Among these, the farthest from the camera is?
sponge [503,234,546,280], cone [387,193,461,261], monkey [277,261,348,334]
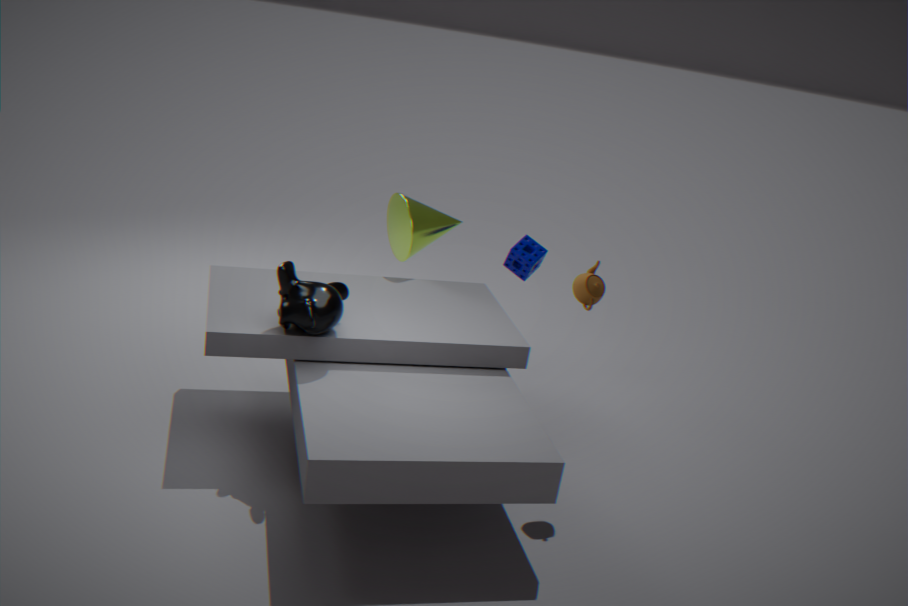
sponge [503,234,546,280]
